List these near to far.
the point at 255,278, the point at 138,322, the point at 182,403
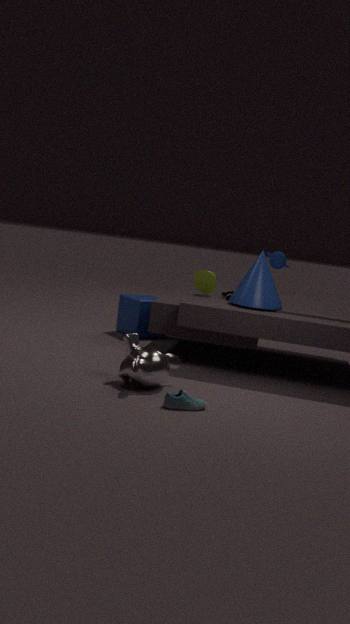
the point at 182,403 < the point at 255,278 < the point at 138,322
